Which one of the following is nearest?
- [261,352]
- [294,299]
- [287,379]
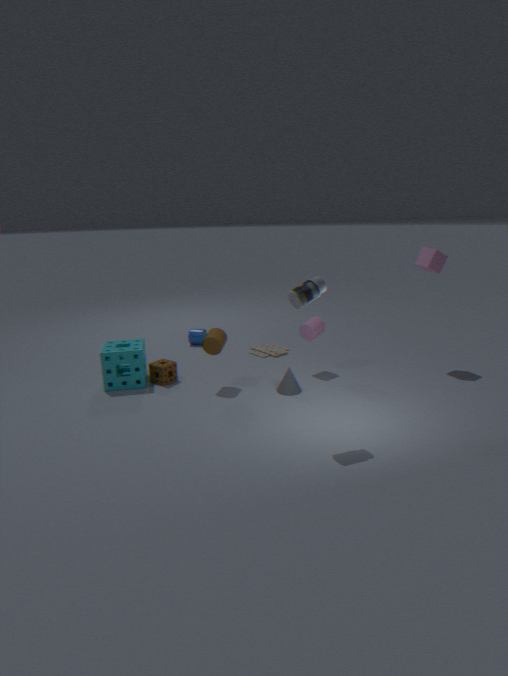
[294,299]
